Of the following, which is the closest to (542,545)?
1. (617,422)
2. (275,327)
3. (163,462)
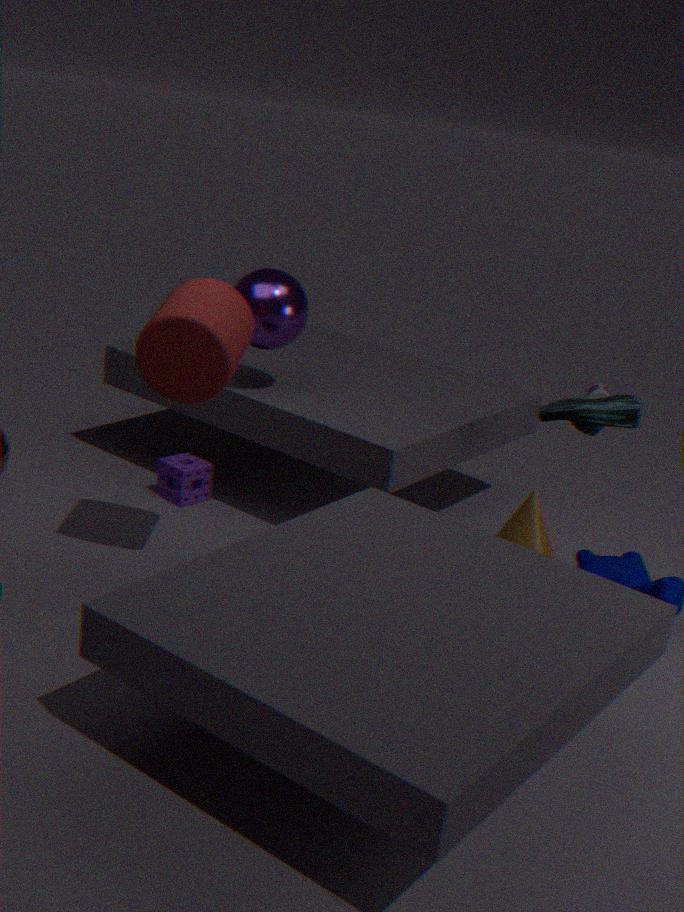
(617,422)
